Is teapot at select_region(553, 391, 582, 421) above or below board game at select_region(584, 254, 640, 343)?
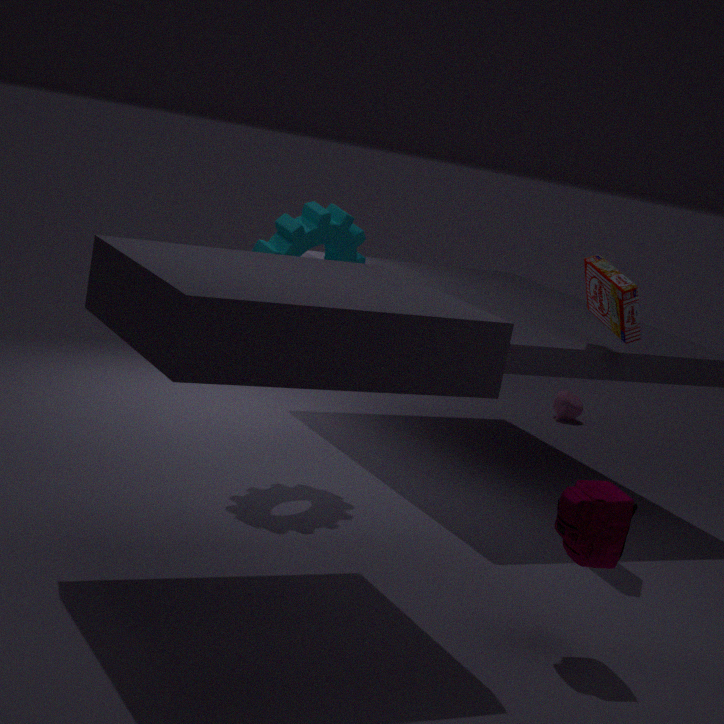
below
